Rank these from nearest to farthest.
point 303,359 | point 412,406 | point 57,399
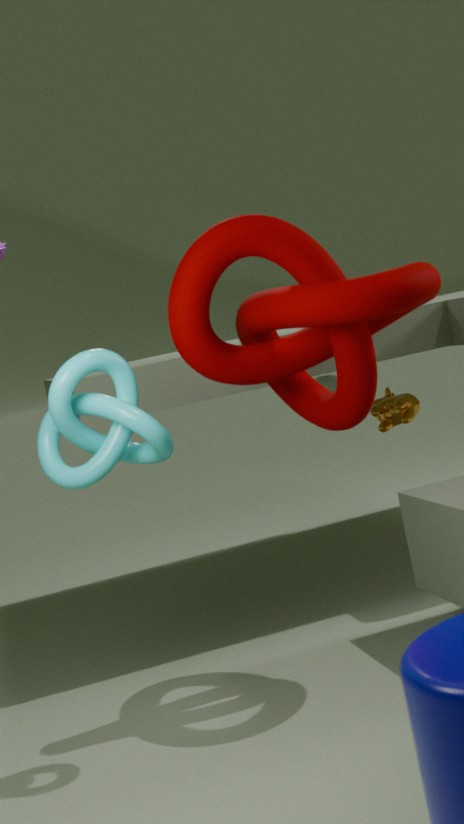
1. point 57,399
2. point 303,359
3. point 412,406
